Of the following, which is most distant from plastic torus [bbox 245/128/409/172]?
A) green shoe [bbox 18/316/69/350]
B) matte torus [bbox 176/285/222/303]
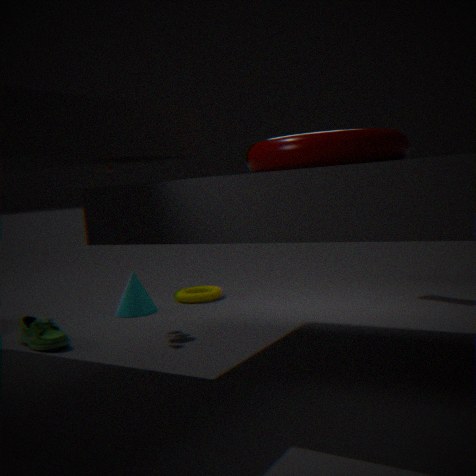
matte torus [bbox 176/285/222/303]
